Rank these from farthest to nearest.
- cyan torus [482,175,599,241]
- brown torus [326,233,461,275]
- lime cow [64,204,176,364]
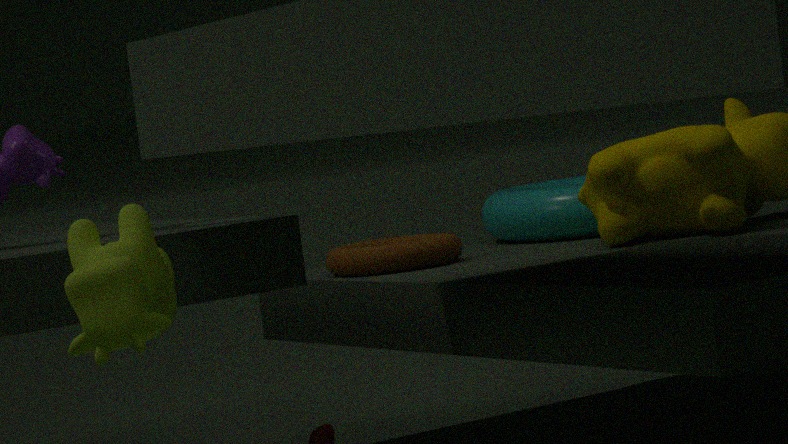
cyan torus [482,175,599,241]
brown torus [326,233,461,275]
lime cow [64,204,176,364]
